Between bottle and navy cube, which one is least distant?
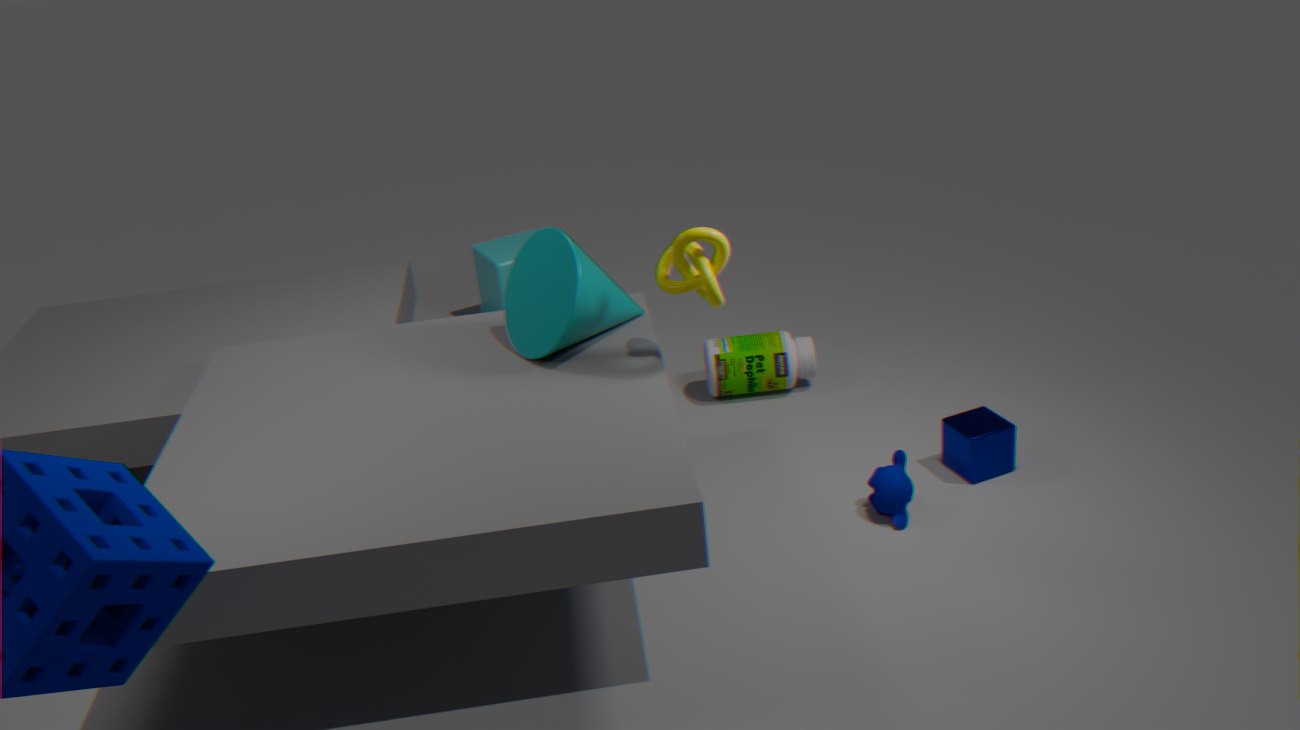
navy cube
